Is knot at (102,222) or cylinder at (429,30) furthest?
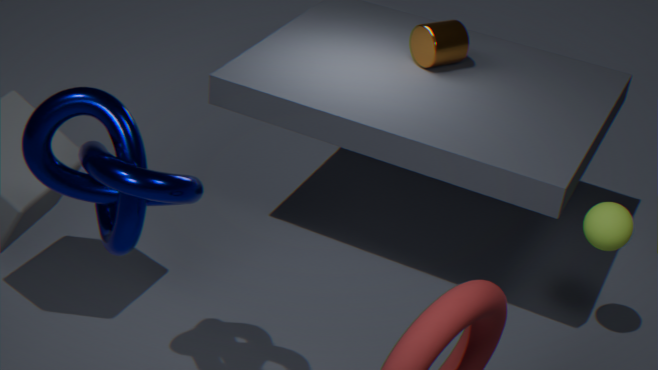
cylinder at (429,30)
